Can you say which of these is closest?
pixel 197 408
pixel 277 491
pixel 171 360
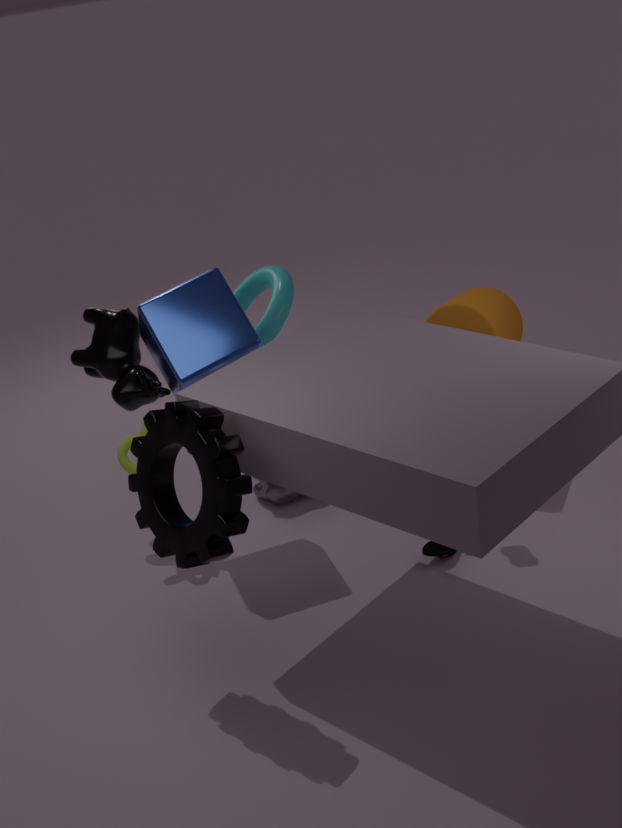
pixel 197 408
